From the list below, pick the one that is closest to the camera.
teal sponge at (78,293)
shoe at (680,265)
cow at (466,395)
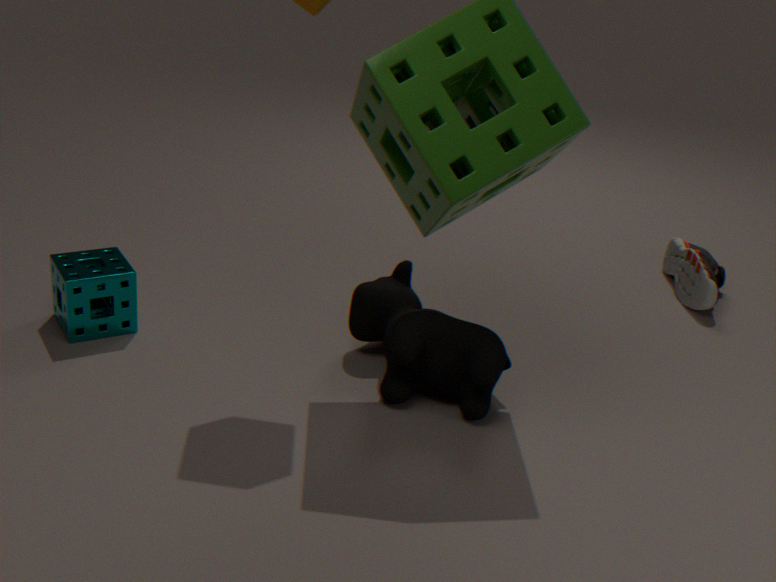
cow at (466,395)
